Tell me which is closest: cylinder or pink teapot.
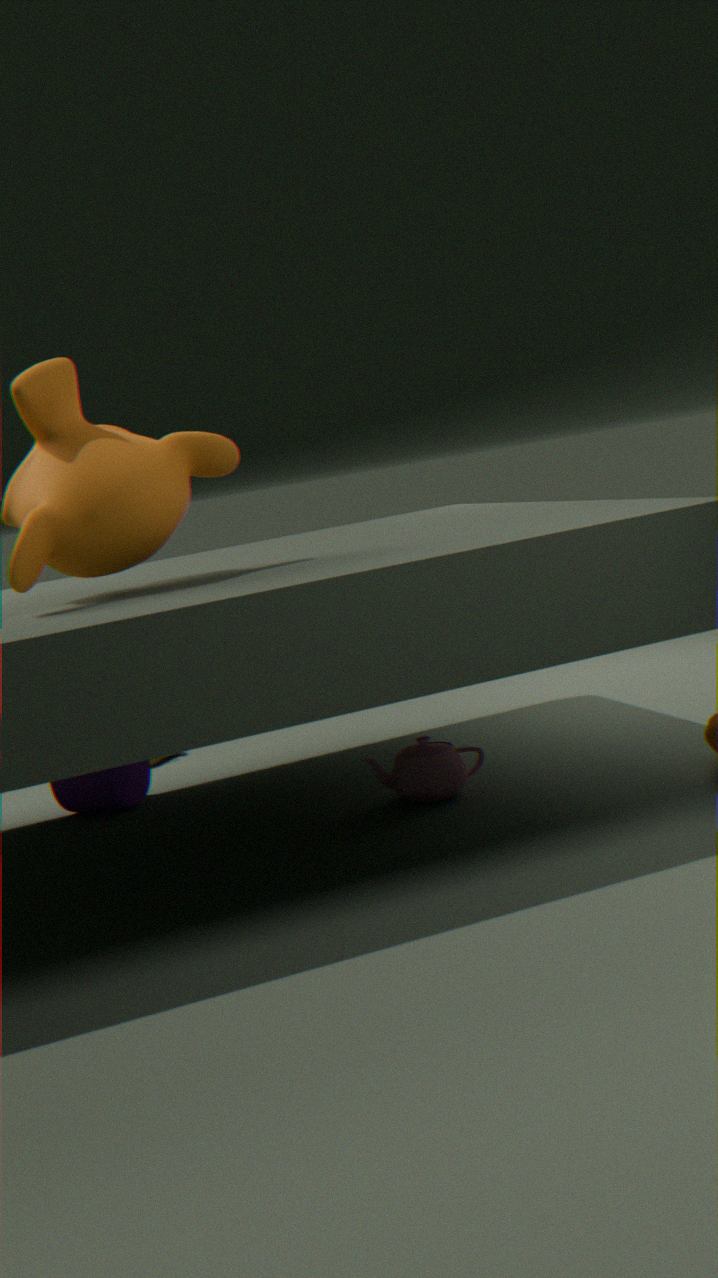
pink teapot
